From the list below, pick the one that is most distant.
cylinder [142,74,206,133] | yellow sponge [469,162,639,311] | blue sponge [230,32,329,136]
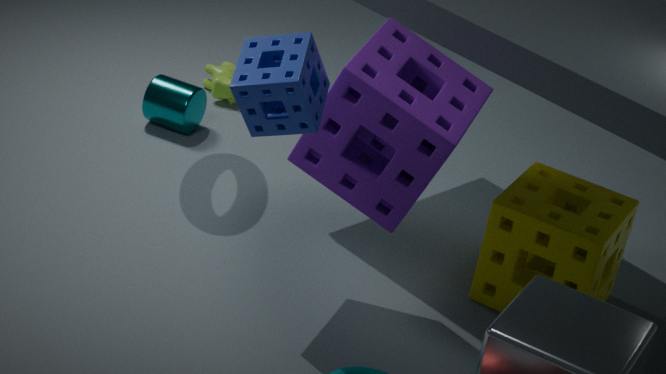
cylinder [142,74,206,133]
